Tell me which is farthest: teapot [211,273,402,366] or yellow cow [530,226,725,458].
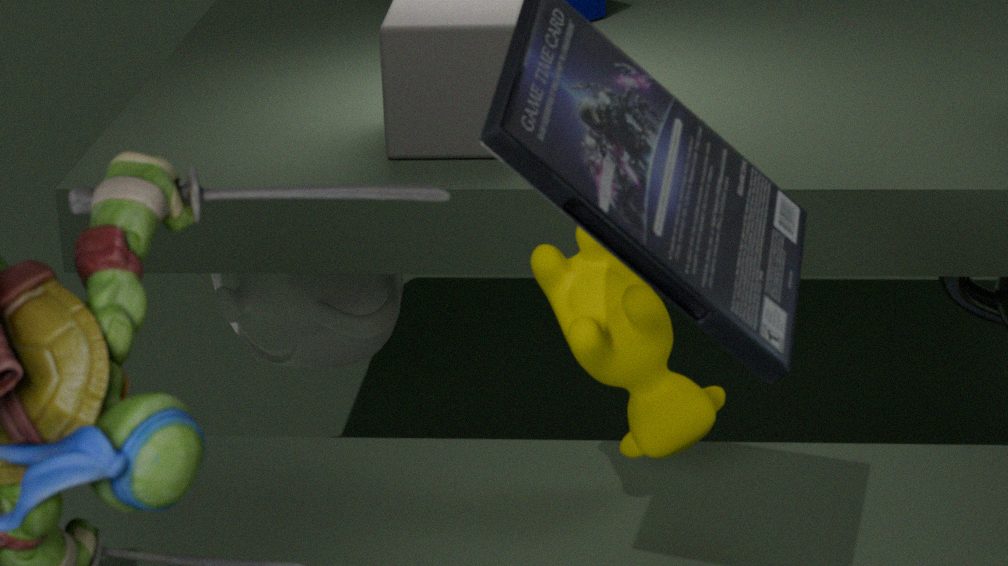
teapot [211,273,402,366]
